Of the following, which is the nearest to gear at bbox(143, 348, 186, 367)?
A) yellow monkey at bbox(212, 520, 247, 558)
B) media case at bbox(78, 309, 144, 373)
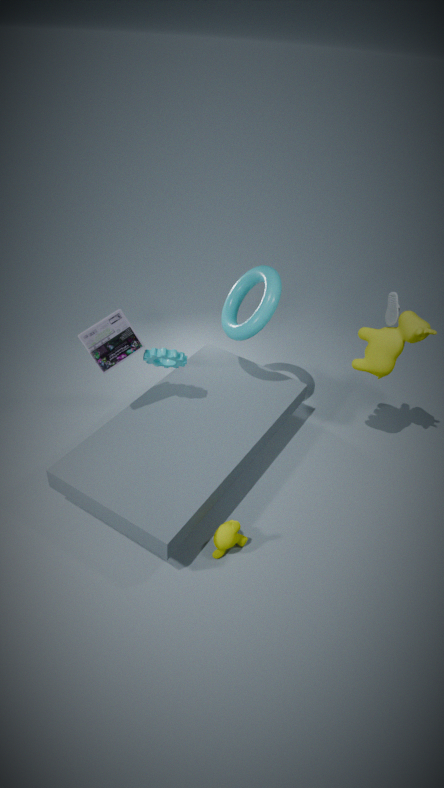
media case at bbox(78, 309, 144, 373)
